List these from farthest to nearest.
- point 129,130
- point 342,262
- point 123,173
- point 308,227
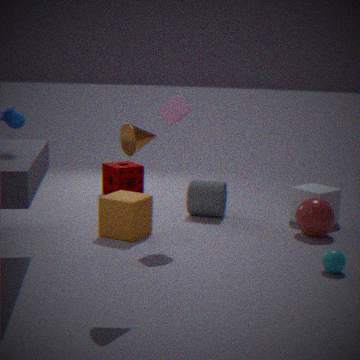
point 123,173 → point 308,227 → point 342,262 → point 129,130
